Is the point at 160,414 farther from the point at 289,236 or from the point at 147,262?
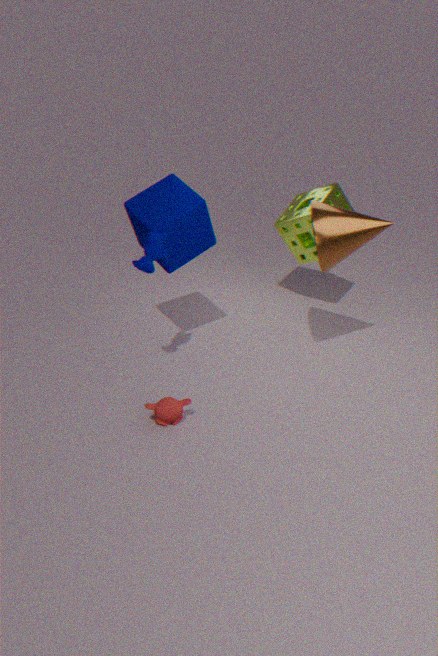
the point at 289,236
